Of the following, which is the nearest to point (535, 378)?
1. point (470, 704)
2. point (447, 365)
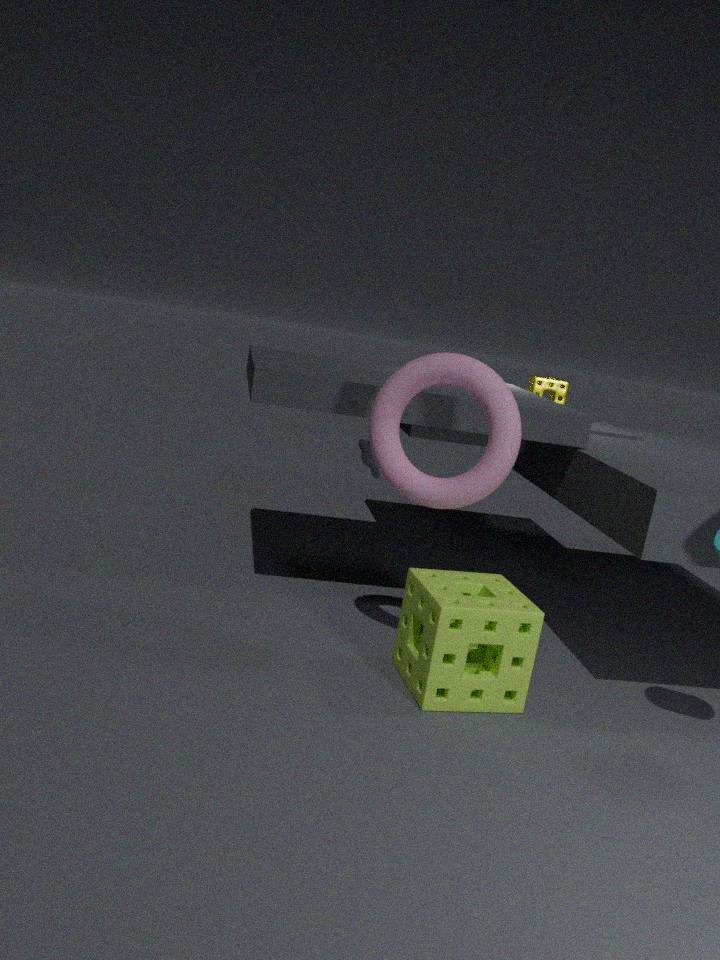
point (447, 365)
